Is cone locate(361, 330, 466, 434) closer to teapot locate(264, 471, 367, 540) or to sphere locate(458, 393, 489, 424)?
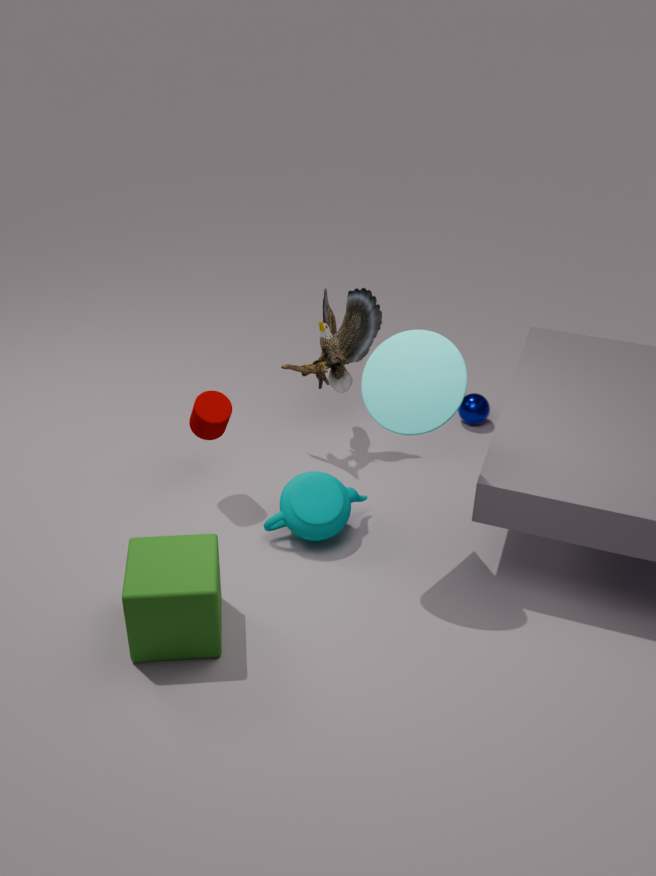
teapot locate(264, 471, 367, 540)
